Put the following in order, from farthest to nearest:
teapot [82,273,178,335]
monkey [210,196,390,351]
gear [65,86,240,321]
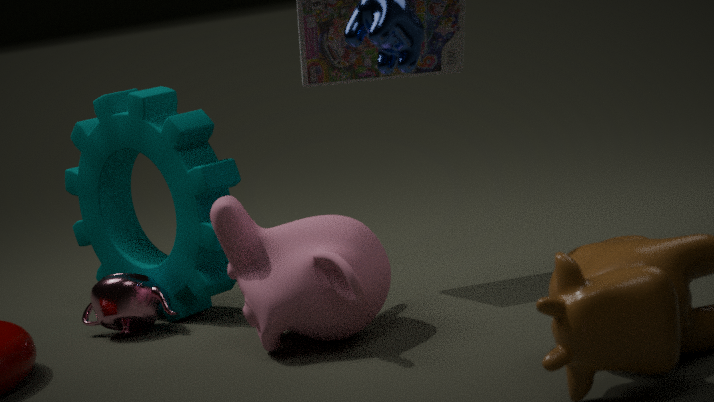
teapot [82,273,178,335]
gear [65,86,240,321]
monkey [210,196,390,351]
